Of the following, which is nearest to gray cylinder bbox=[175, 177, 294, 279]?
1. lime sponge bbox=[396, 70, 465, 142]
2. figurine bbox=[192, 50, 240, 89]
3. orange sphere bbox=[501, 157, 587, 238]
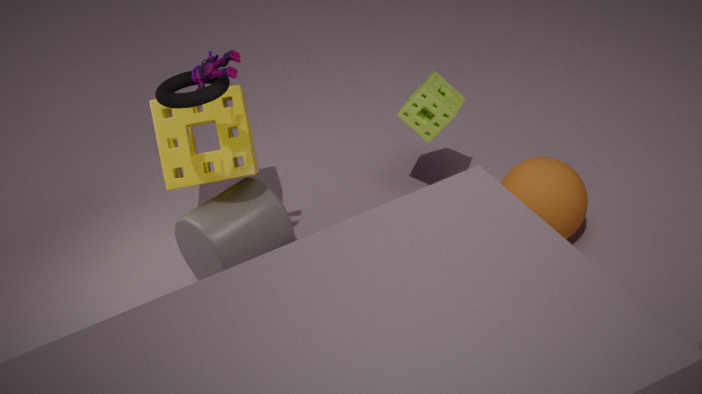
lime sponge bbox=[396, 70, 465, 142]
